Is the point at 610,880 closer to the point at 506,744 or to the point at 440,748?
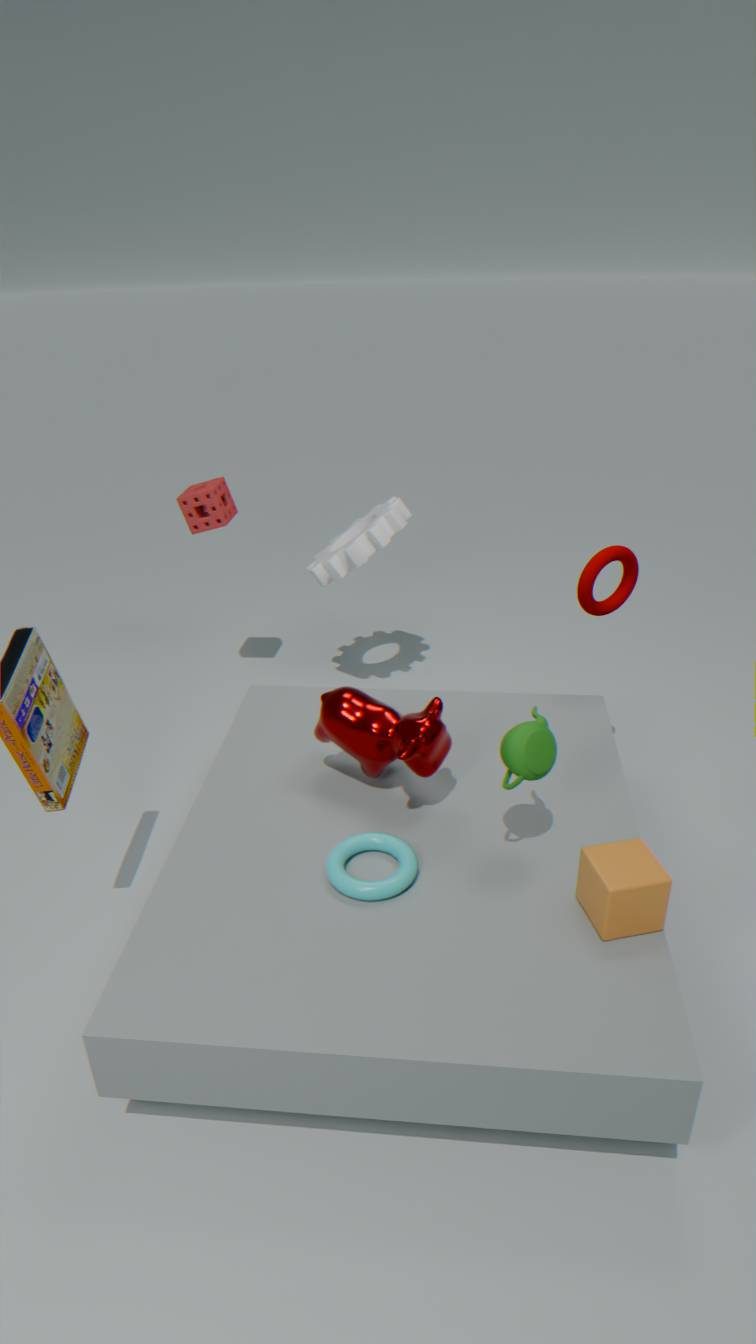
the point at 506,744
